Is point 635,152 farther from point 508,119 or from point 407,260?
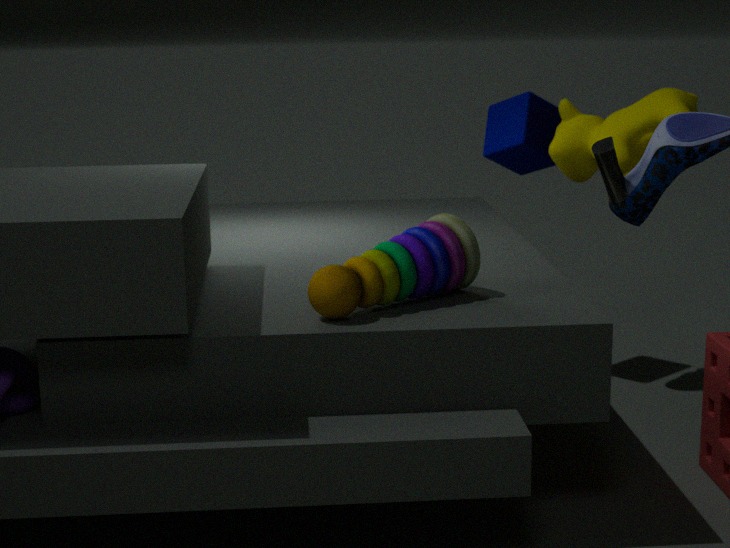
point 407,260
